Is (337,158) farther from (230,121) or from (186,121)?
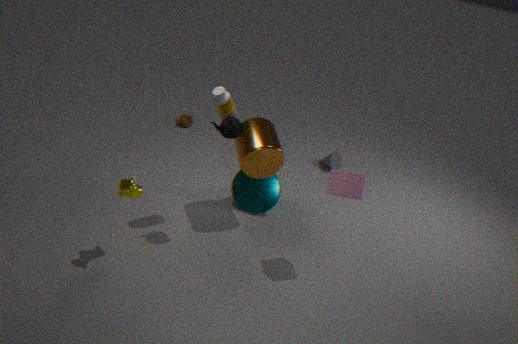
(230,121)
